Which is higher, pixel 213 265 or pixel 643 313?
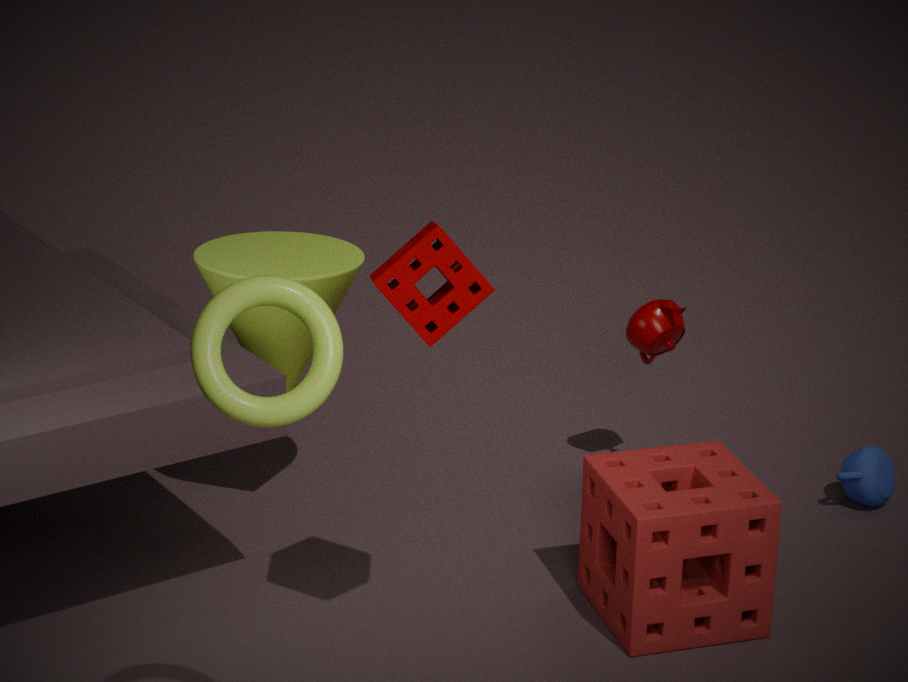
pixel 213 265
